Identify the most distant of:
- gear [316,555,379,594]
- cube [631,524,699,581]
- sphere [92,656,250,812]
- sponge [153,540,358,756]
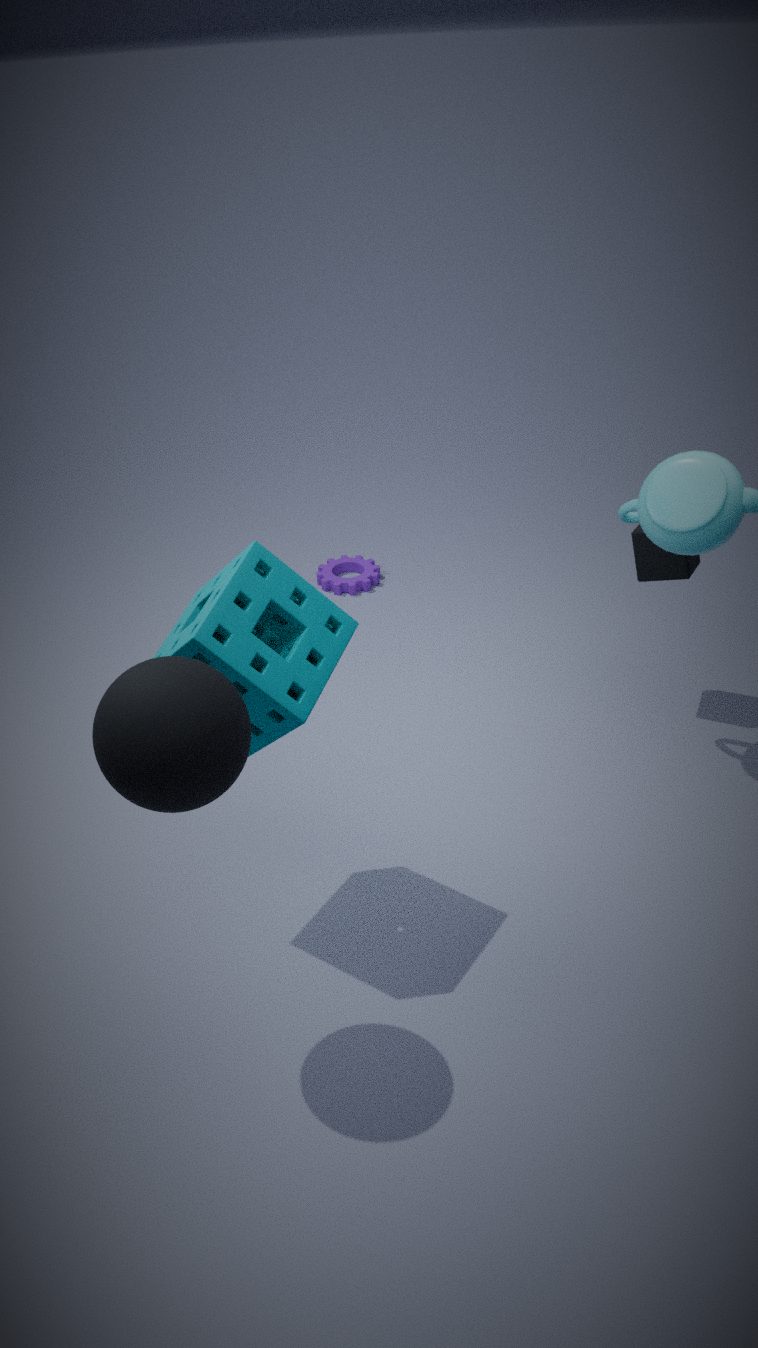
gear [316,555,379,594]
